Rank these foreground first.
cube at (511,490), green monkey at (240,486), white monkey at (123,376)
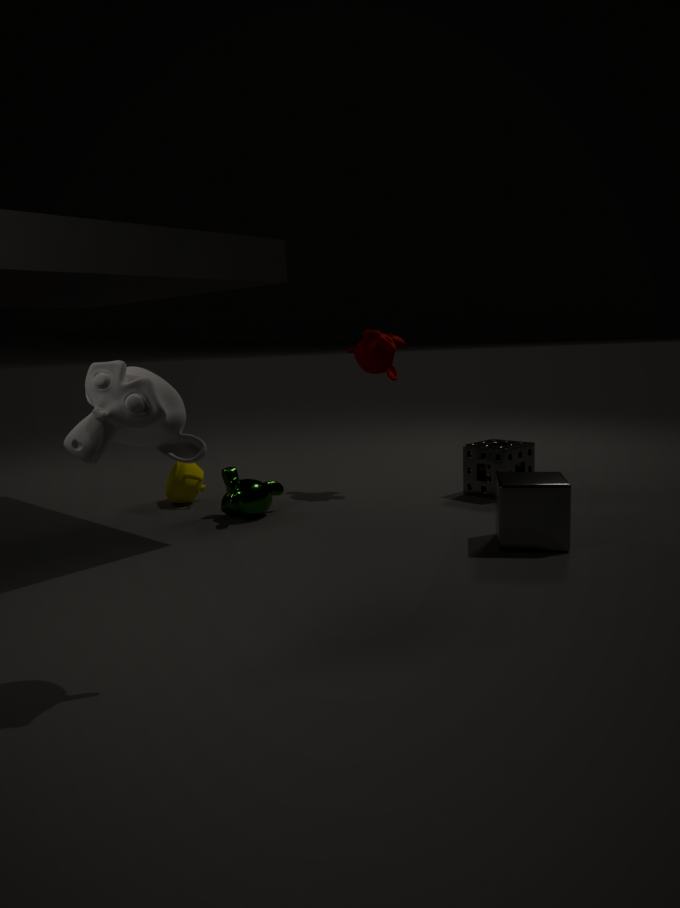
white monkey at (123,376) → cube at (511,490) → green monkey at (240,486)
